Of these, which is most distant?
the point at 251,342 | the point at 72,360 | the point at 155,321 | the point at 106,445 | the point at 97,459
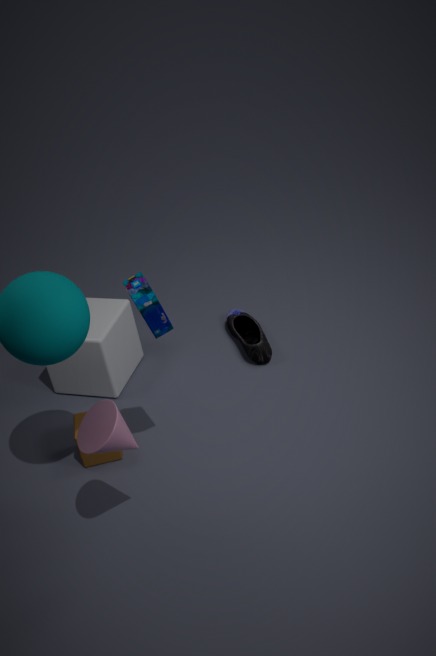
the point at 251,342
